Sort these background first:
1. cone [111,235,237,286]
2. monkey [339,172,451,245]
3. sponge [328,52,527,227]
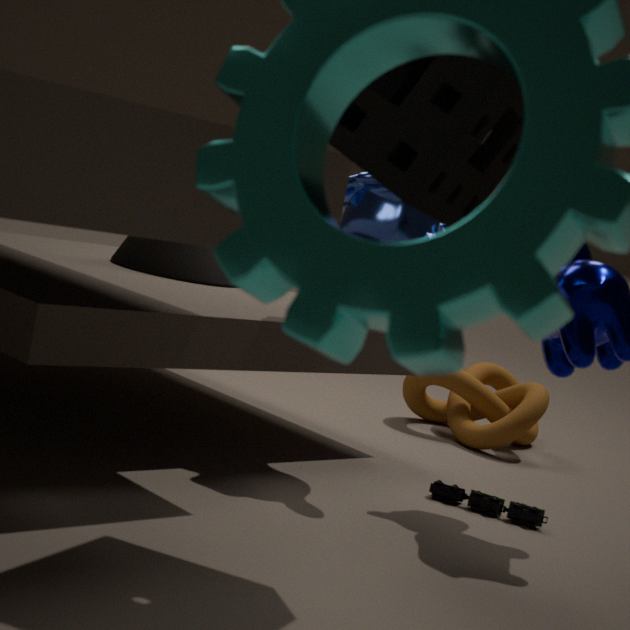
cone [111,235,237,286], monkey [339,172,451,245], sponge [328,52,527,227]
